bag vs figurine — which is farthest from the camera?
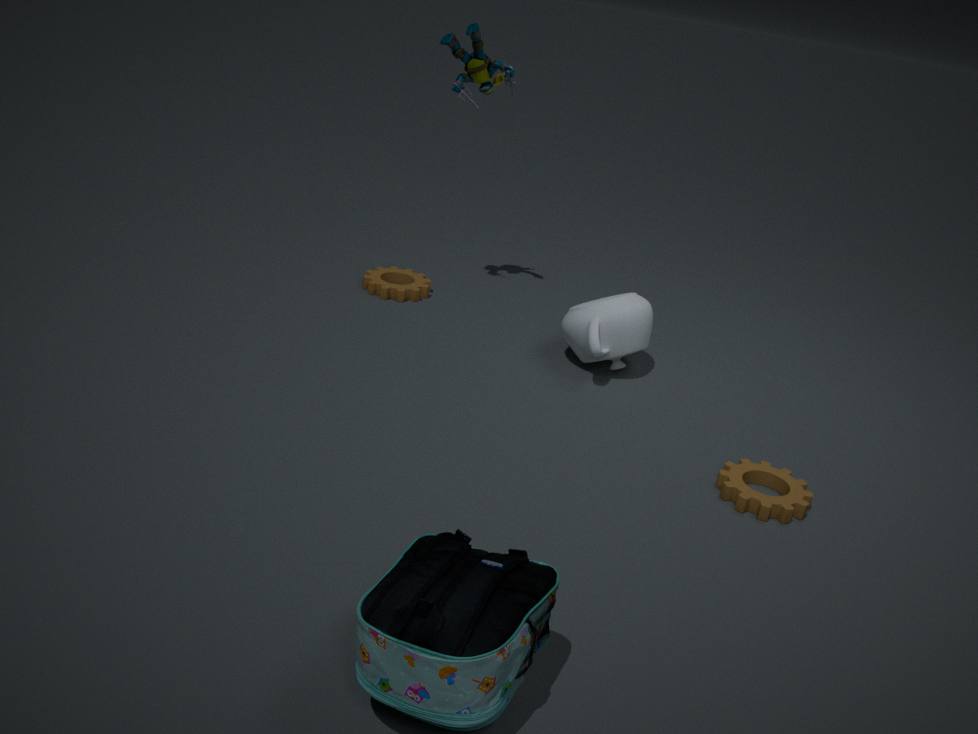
figurine
